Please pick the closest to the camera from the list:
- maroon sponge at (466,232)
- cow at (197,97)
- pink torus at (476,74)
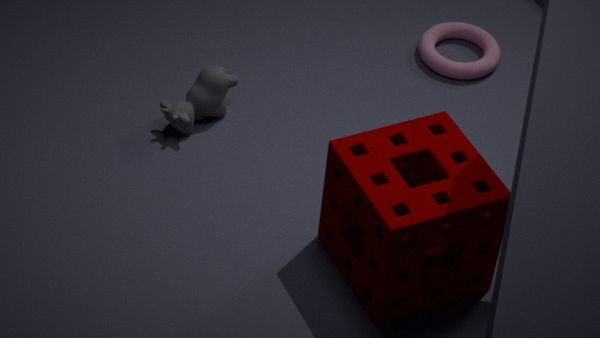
maroon sponge at (466,232)
